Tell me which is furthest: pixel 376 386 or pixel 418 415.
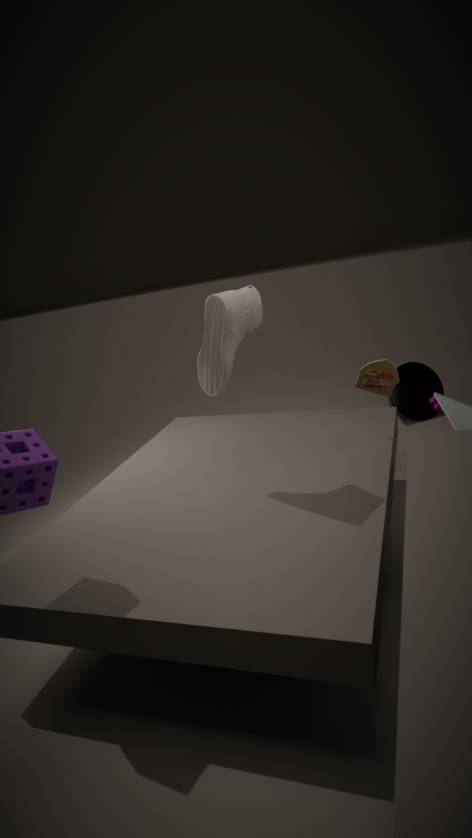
pixel 418 415
